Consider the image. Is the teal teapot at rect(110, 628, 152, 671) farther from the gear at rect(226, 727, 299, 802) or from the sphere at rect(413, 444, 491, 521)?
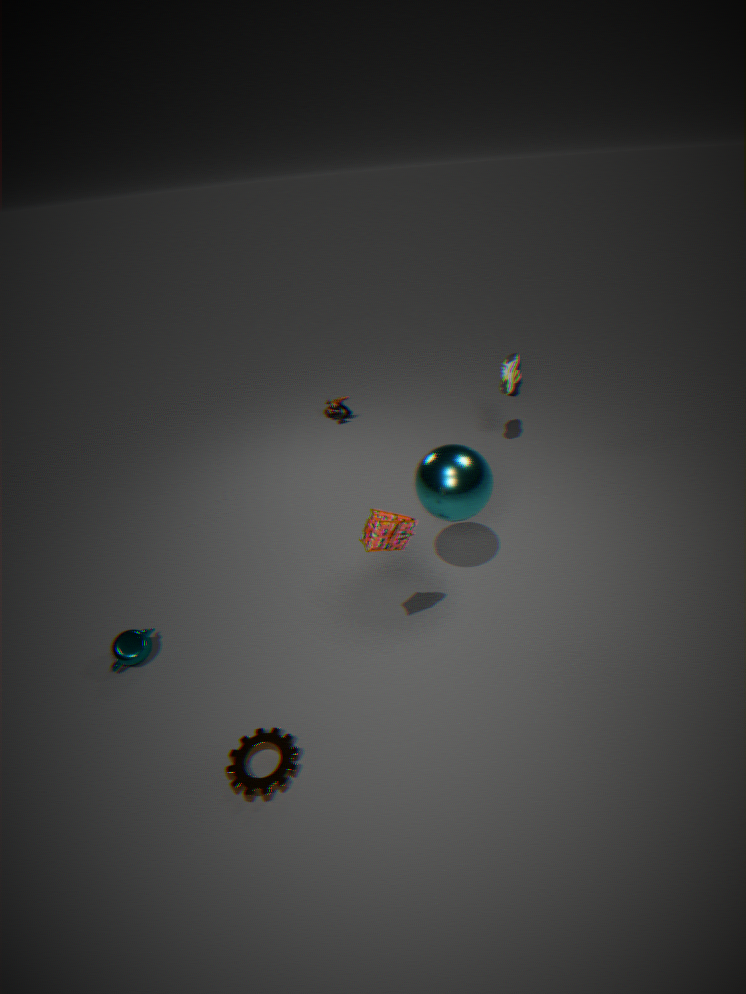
the sphere at rect(413, 444, 491, 521)
